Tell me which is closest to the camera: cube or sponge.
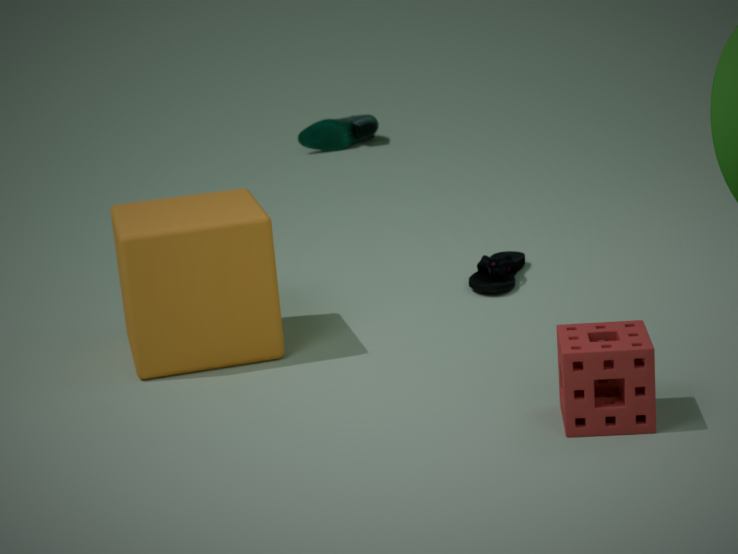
sponge
